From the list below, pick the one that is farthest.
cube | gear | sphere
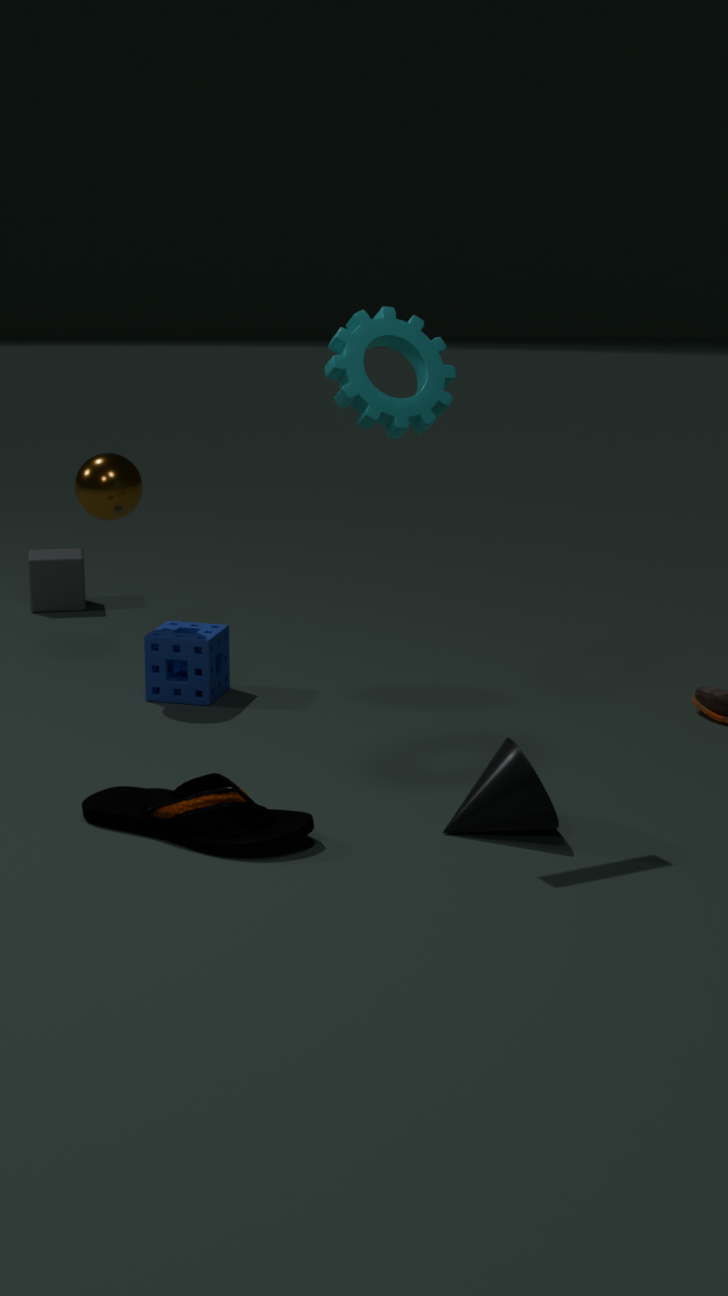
cube
